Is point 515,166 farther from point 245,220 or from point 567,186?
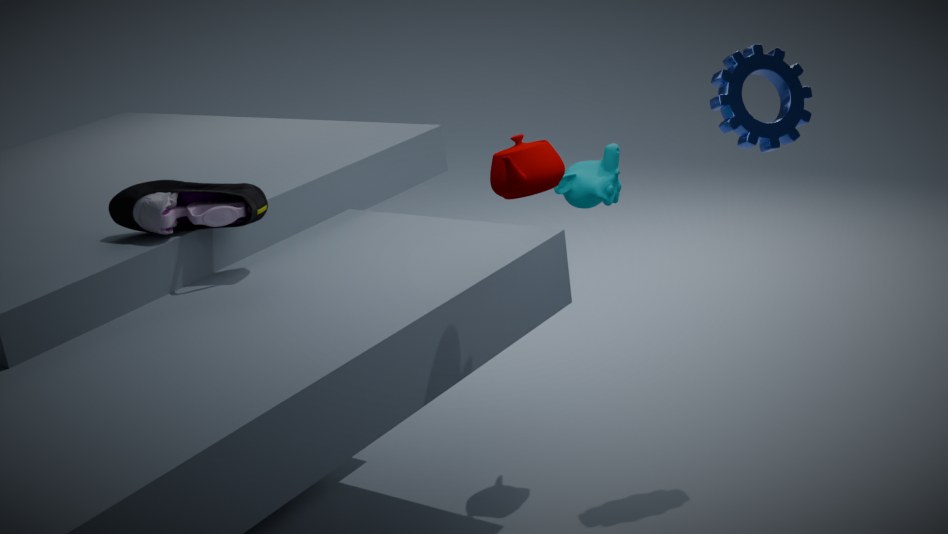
point 245,220
